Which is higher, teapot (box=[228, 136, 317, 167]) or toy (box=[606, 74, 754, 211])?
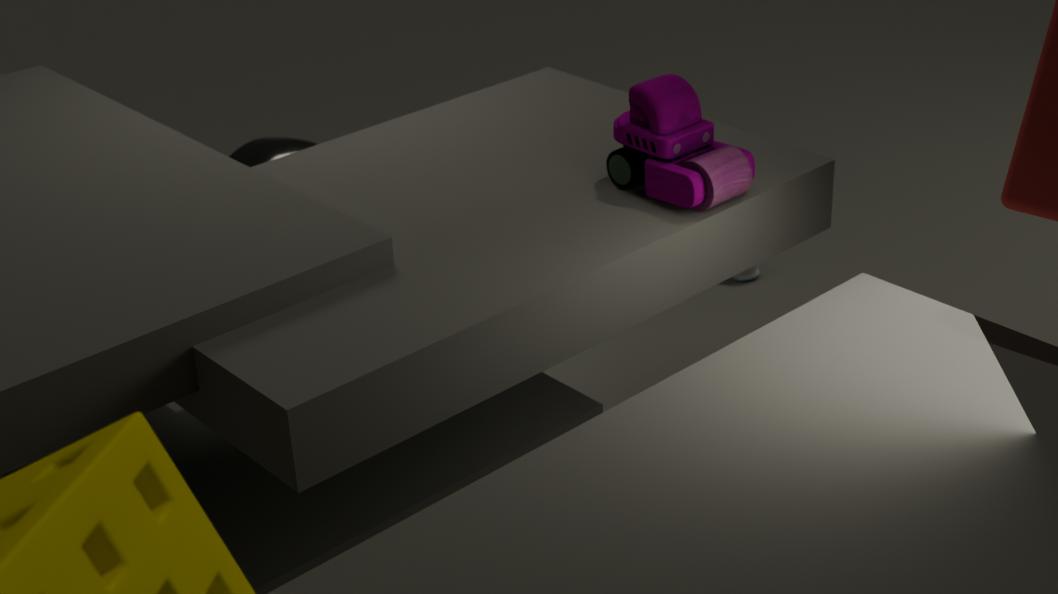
toy (box=[606, 74, 754, 211])
